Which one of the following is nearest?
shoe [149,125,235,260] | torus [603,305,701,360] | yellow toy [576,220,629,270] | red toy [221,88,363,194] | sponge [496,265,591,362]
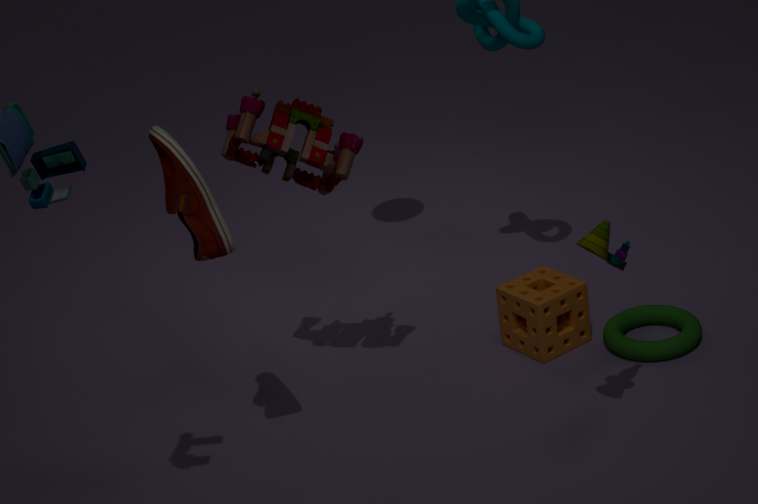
Answer: shoe [149,125,235,260]
